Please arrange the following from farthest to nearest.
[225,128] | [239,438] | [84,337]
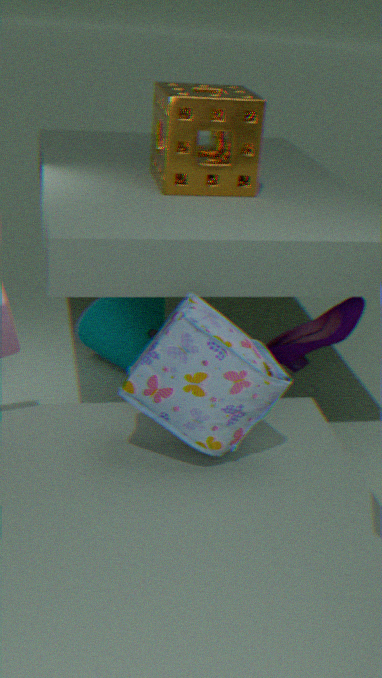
[84,337] → [225,128] → [239,438]
